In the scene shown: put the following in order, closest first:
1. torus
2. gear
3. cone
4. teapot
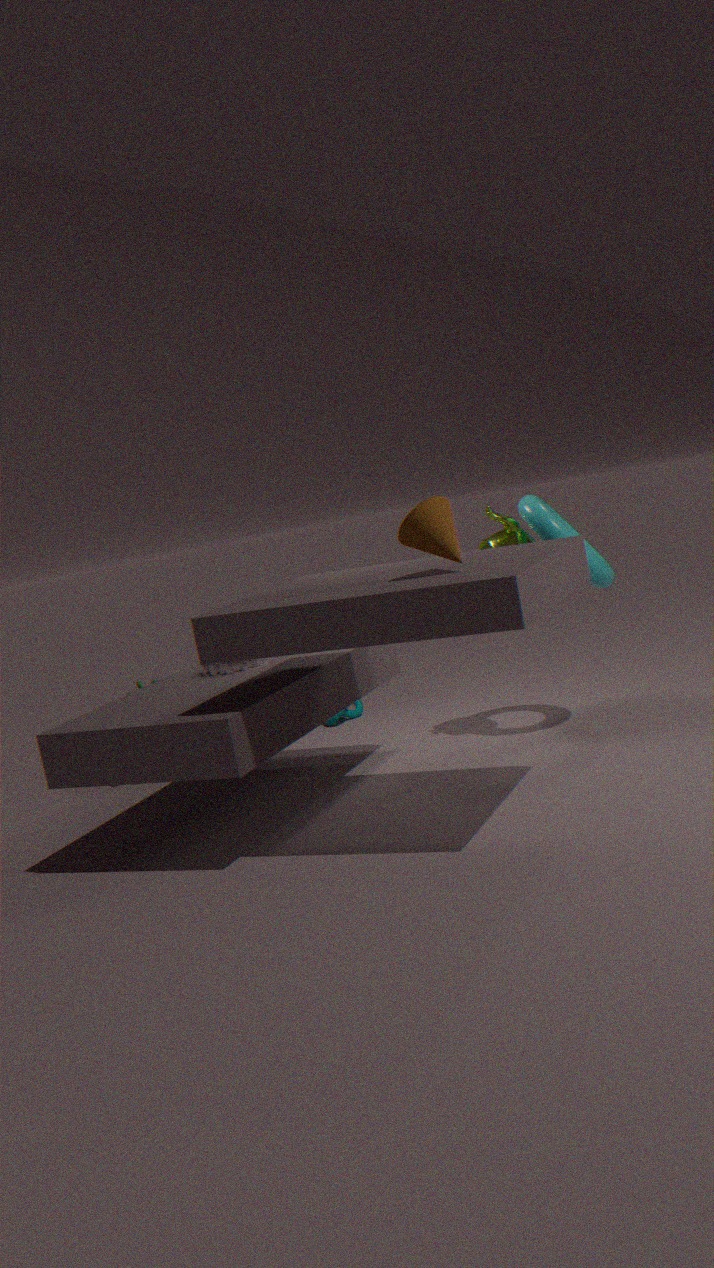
cone, gear, torus, teapot
